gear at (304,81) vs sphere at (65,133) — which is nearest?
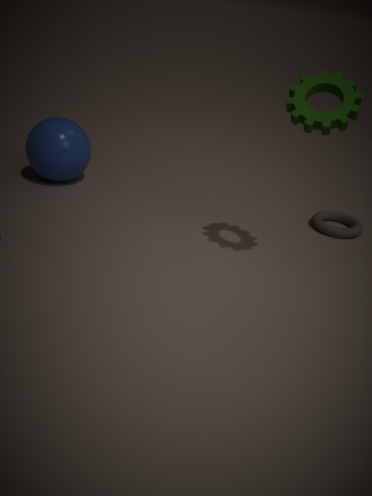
gear at (304,81)
